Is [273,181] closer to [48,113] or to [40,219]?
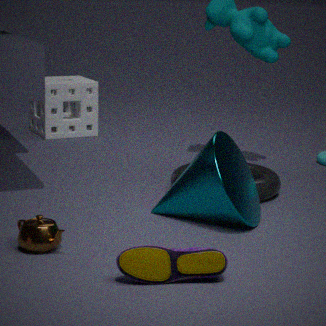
[40,219]
